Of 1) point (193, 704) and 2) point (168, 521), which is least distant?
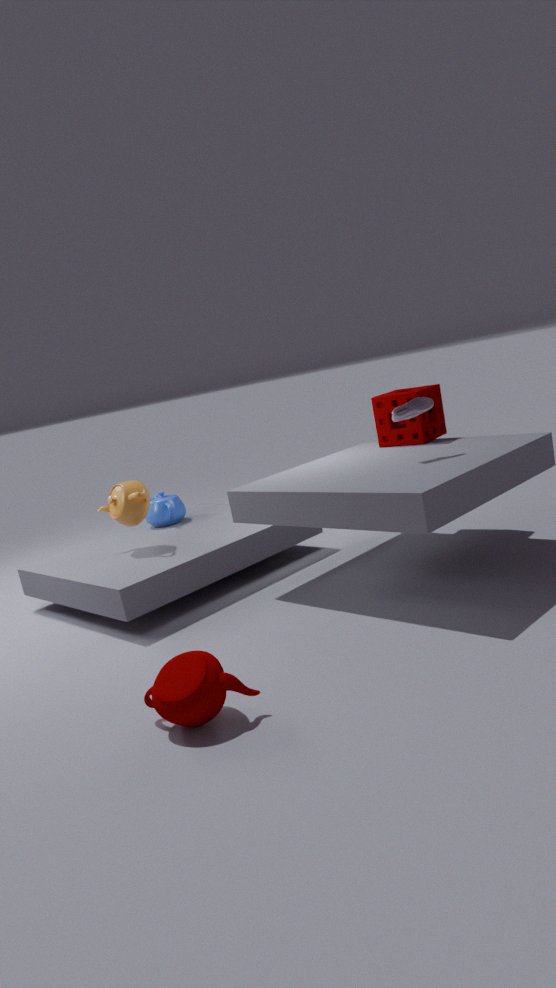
1. point (193, 704)
